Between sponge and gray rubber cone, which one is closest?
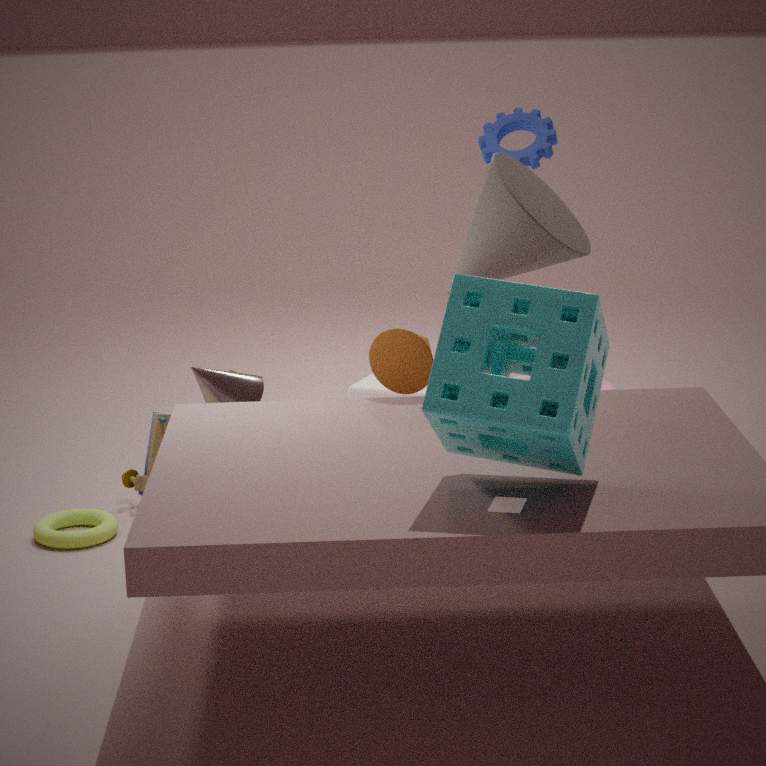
sponge
